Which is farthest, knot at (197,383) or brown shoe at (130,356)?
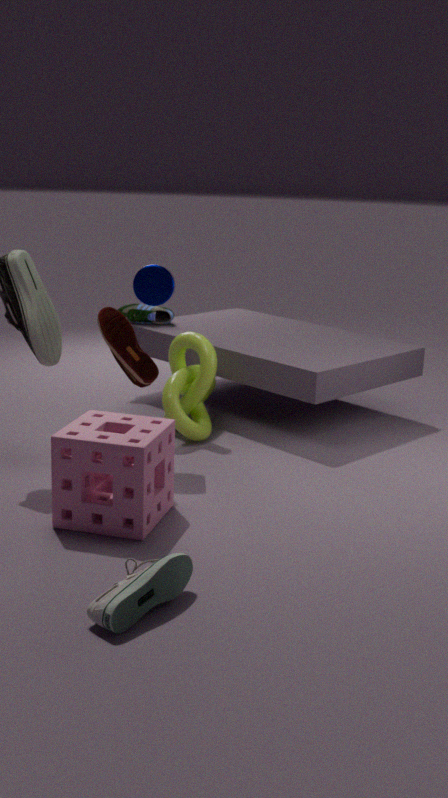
knot at (197,383)
